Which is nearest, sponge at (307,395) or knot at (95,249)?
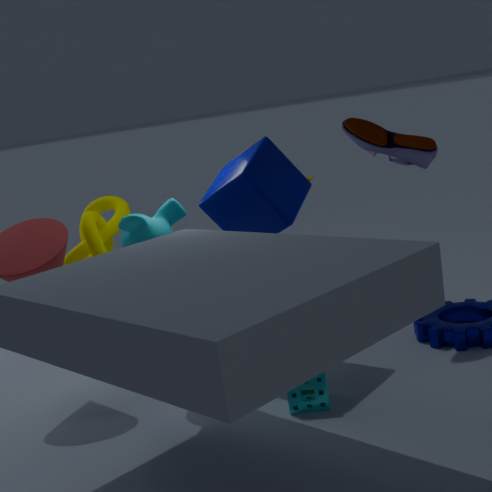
sponge at (307,395)
